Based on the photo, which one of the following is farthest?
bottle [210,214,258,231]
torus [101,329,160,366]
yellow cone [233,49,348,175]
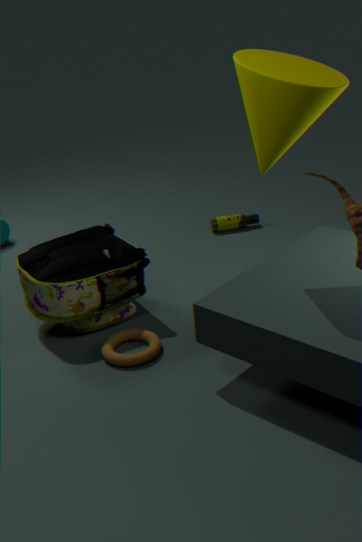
bottle [210,214,258,231]
